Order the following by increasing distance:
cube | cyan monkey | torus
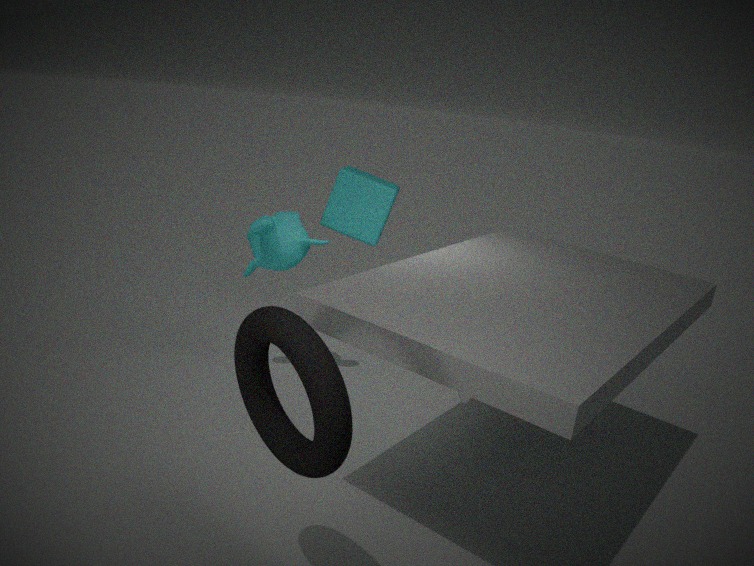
torus → cyan monkey → cube
